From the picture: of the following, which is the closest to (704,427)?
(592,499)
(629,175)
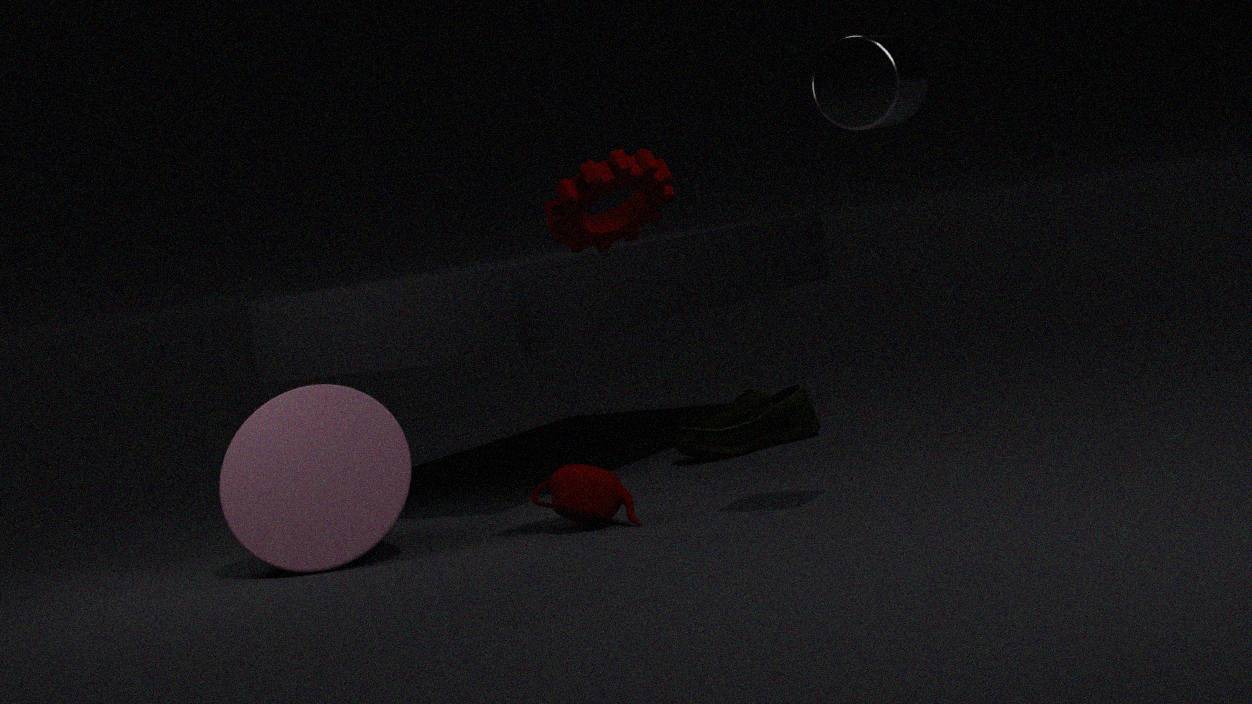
(592,499)
